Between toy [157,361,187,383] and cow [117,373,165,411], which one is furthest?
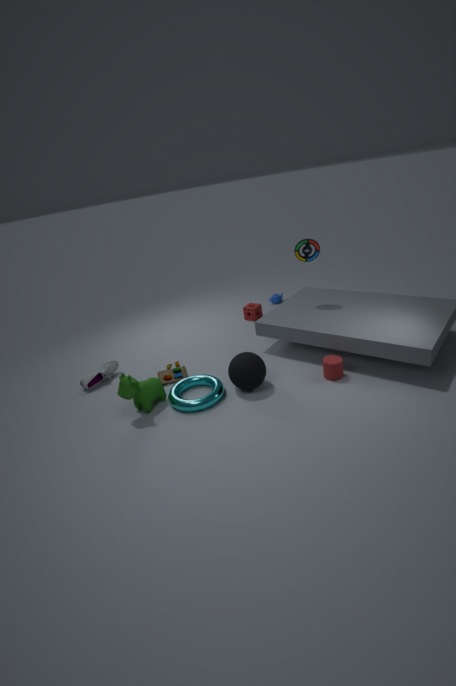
toy [157,361,187,383]
